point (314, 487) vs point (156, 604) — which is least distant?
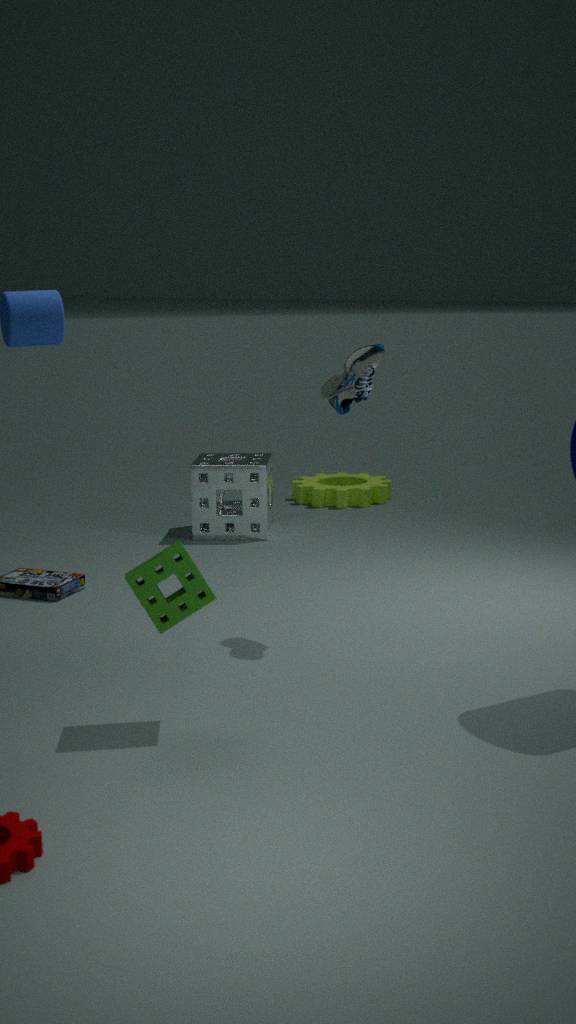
point (156, 604)
